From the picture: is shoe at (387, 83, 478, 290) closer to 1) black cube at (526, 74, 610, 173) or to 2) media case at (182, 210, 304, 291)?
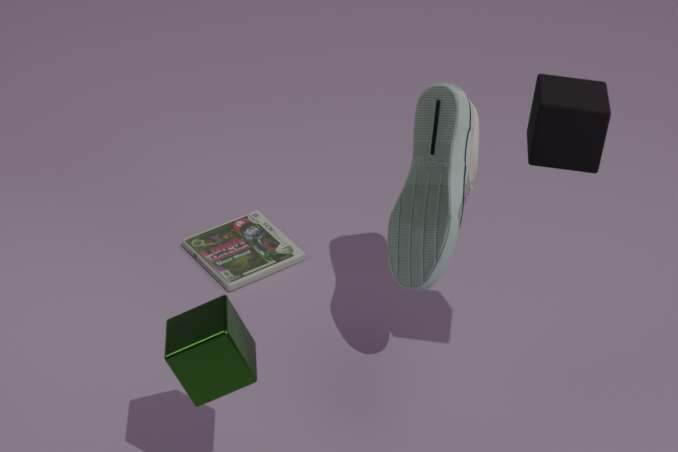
1) black cube at (526, 74, 610, 173)
